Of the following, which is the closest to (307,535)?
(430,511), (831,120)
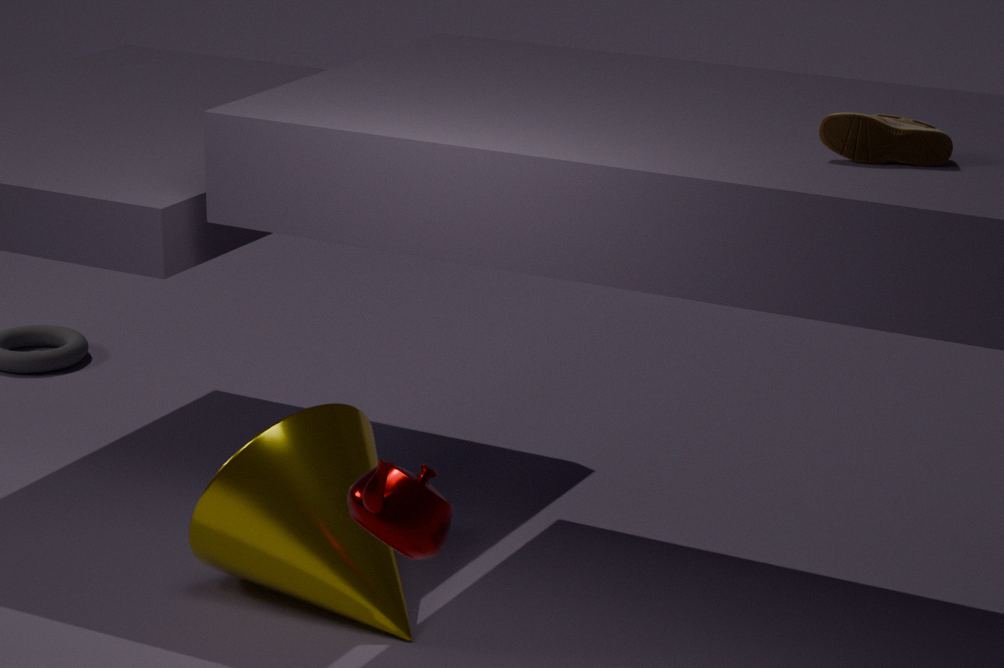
(430,511)
